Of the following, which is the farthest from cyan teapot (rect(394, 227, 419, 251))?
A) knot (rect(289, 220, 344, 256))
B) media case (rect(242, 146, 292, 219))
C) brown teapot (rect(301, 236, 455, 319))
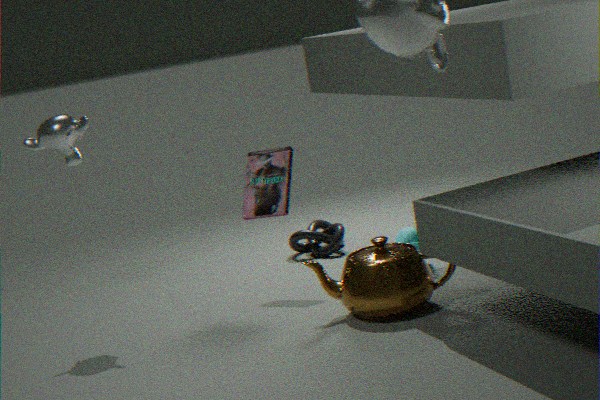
media case (rect(242, 146, 292, 219))
